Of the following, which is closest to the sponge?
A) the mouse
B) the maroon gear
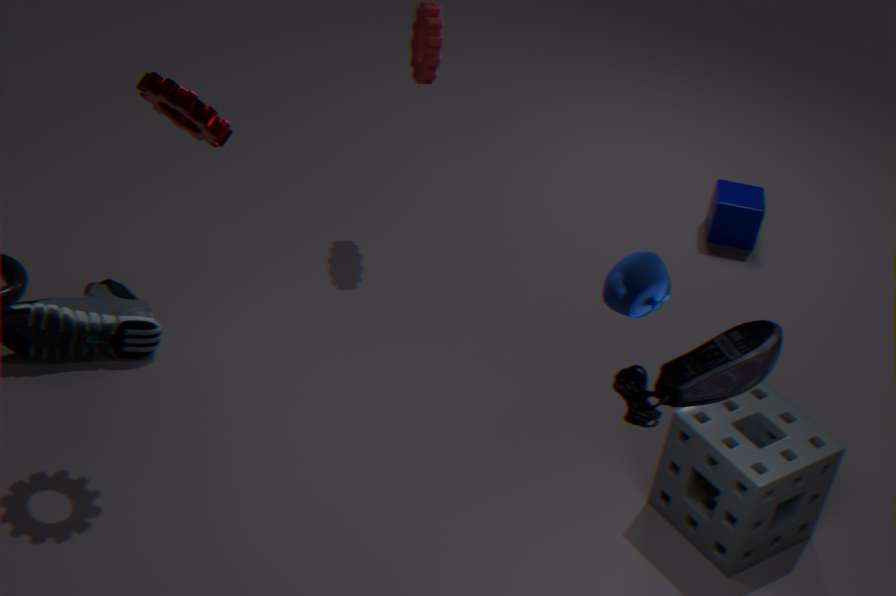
the mouse
